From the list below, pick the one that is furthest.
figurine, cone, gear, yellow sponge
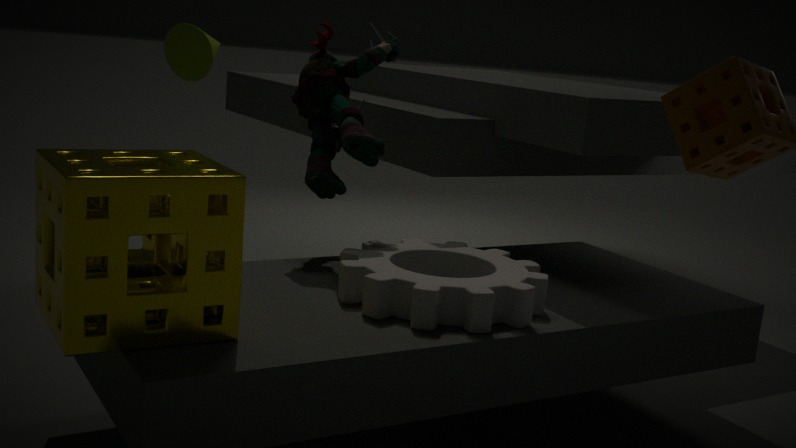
cone
